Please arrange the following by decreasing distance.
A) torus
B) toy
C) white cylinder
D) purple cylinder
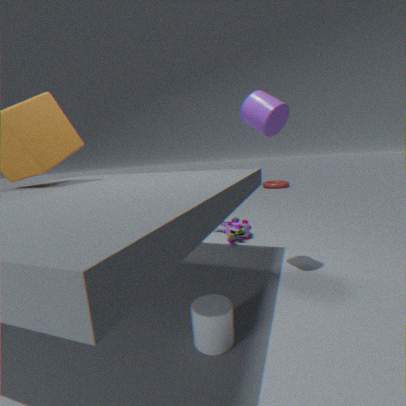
torus < toy < purple cylinder < white cylinder
